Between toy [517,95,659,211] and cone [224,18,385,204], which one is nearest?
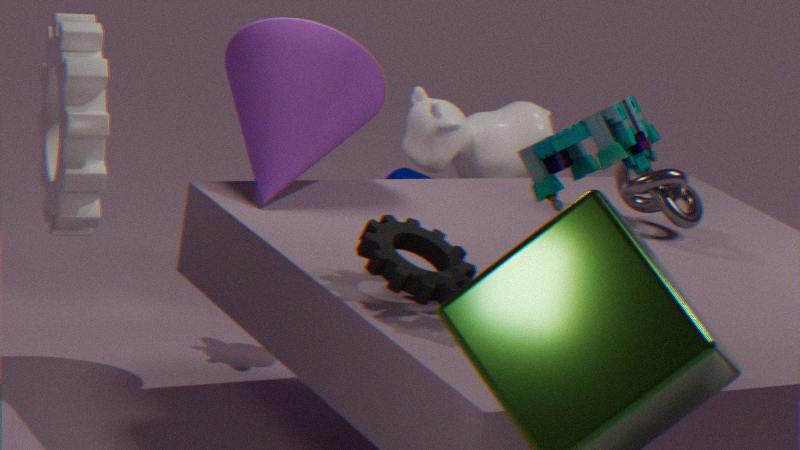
toy [517,95,659,211]
